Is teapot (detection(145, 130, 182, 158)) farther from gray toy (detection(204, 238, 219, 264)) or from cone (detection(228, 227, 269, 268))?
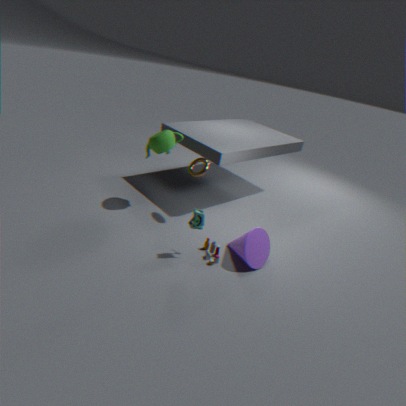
cone (detection(228, 227, 269, 268))
